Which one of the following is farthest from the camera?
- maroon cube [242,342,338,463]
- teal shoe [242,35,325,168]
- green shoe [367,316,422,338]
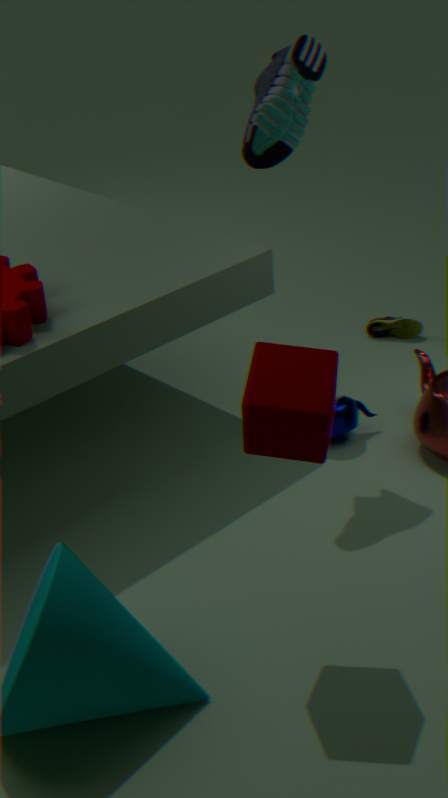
green shoe [367,316,422,338]
